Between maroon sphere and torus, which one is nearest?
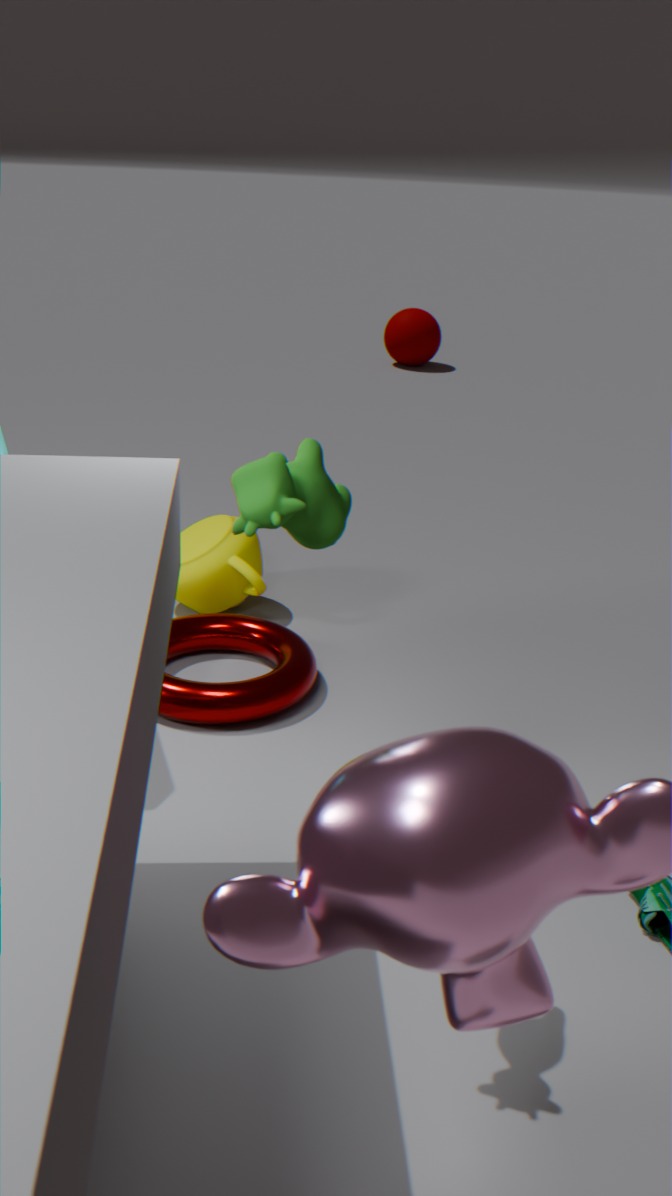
torus
